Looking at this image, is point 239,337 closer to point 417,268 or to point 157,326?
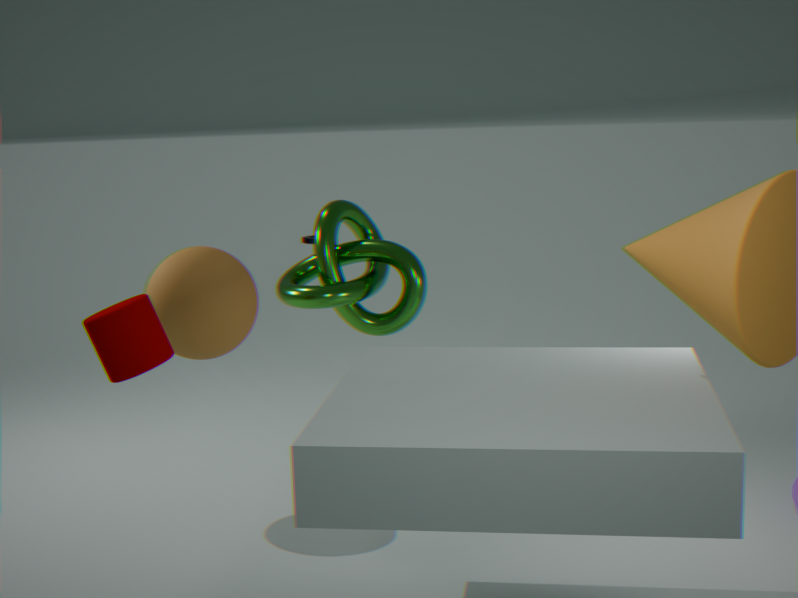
point 157,326
